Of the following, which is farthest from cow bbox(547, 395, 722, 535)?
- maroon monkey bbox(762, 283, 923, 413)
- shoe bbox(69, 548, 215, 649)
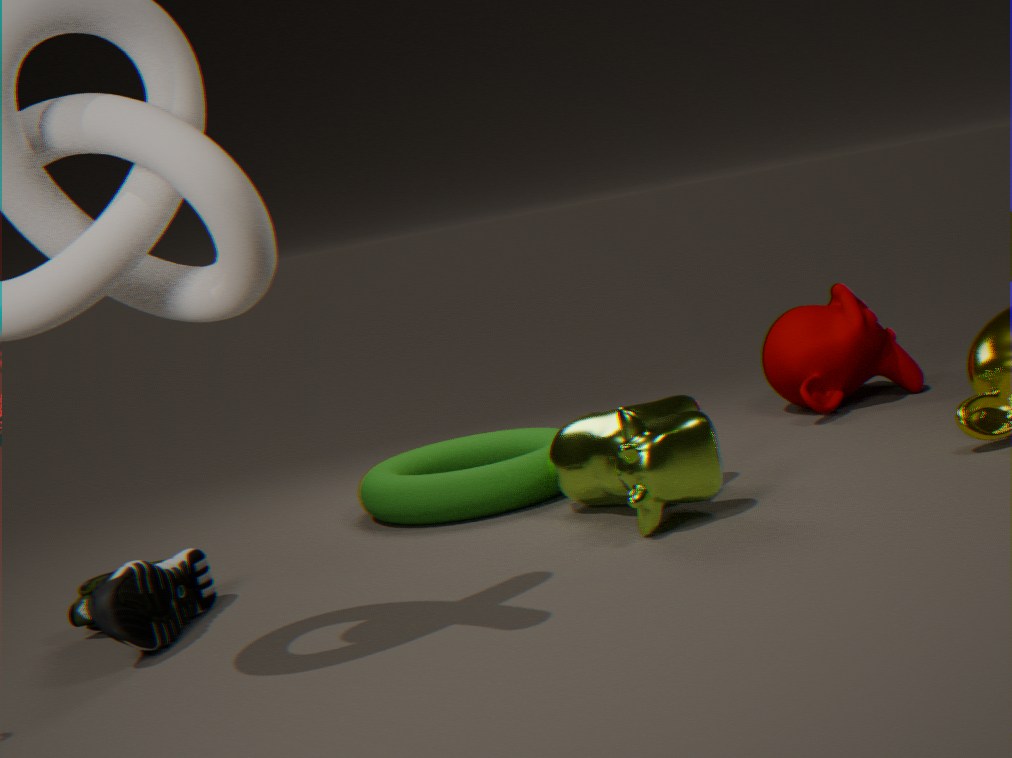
shoe bbox(69, 548, 215, 649)
